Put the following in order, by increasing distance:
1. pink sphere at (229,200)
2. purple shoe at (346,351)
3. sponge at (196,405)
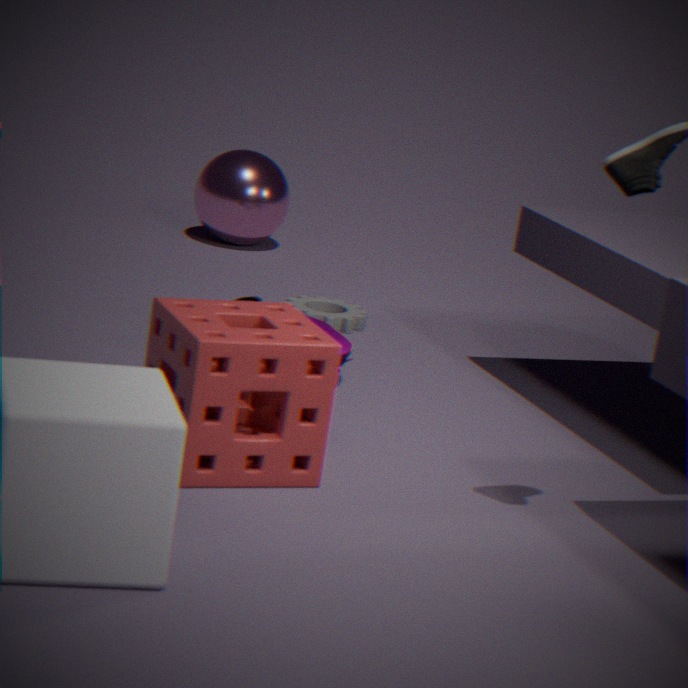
sponge at (196,405) < purple shoe at (346,351) < pink sphere at (229,200)
